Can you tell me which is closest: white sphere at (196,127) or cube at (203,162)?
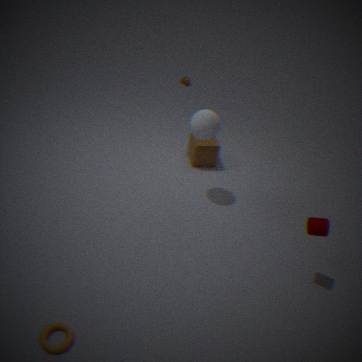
white sphere at (196,127)
